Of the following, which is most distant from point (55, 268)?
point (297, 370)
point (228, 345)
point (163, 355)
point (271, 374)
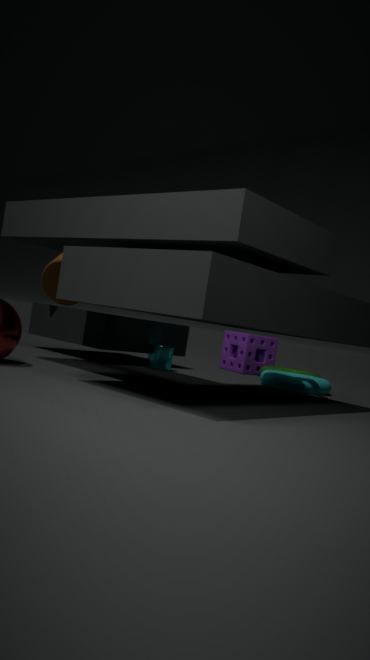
point (297, 370)
